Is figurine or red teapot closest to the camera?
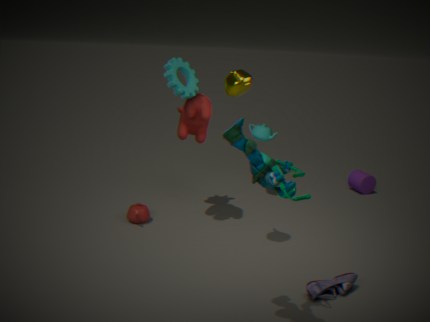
figurine
